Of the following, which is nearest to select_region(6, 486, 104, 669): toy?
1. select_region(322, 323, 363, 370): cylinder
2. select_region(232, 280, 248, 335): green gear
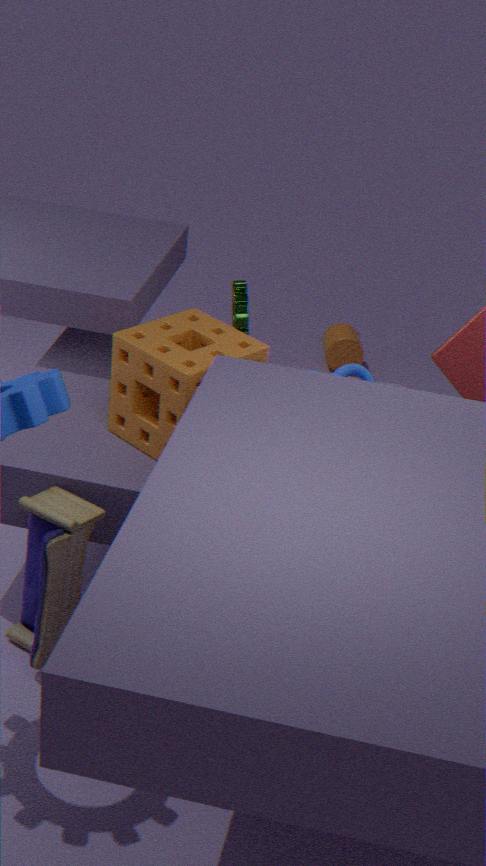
select_region(232, 280, 248, 335): green gear
